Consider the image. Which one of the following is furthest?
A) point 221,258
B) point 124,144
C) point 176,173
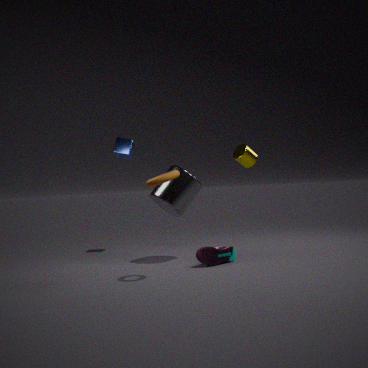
point 124,144
